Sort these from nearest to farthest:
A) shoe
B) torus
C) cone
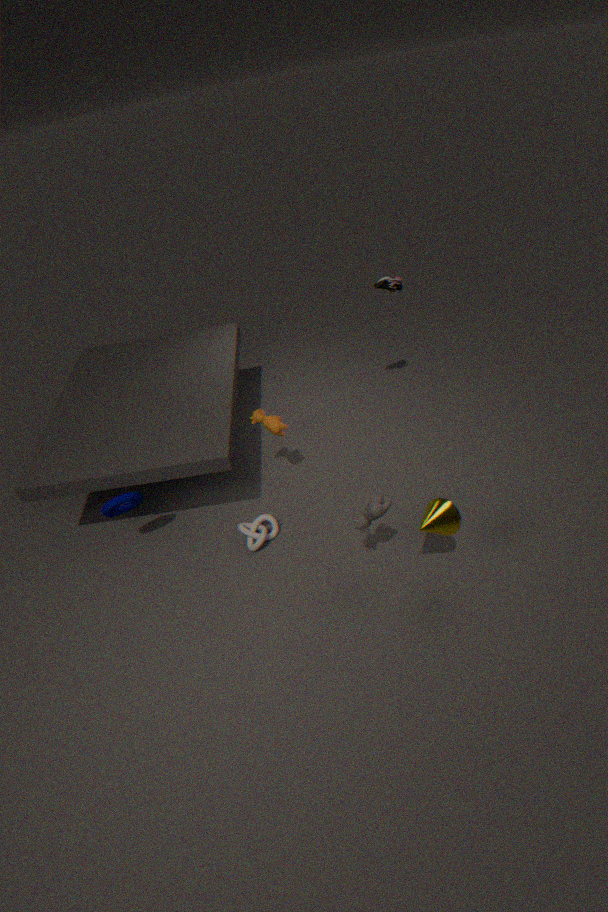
1. cone
2. torus
3. shoe
